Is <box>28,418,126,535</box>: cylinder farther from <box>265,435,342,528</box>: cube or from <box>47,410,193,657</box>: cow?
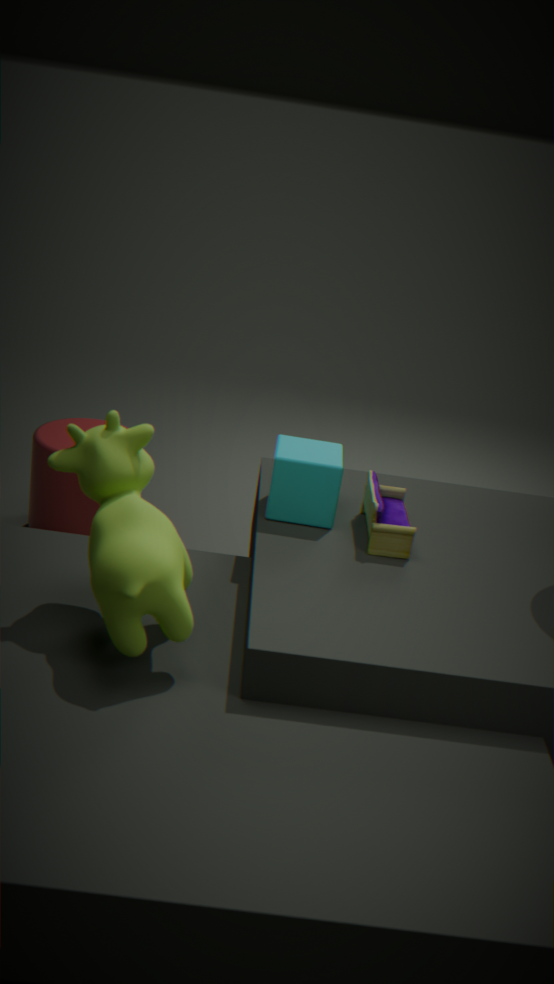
<box>47,410,193,657</box>: cow
